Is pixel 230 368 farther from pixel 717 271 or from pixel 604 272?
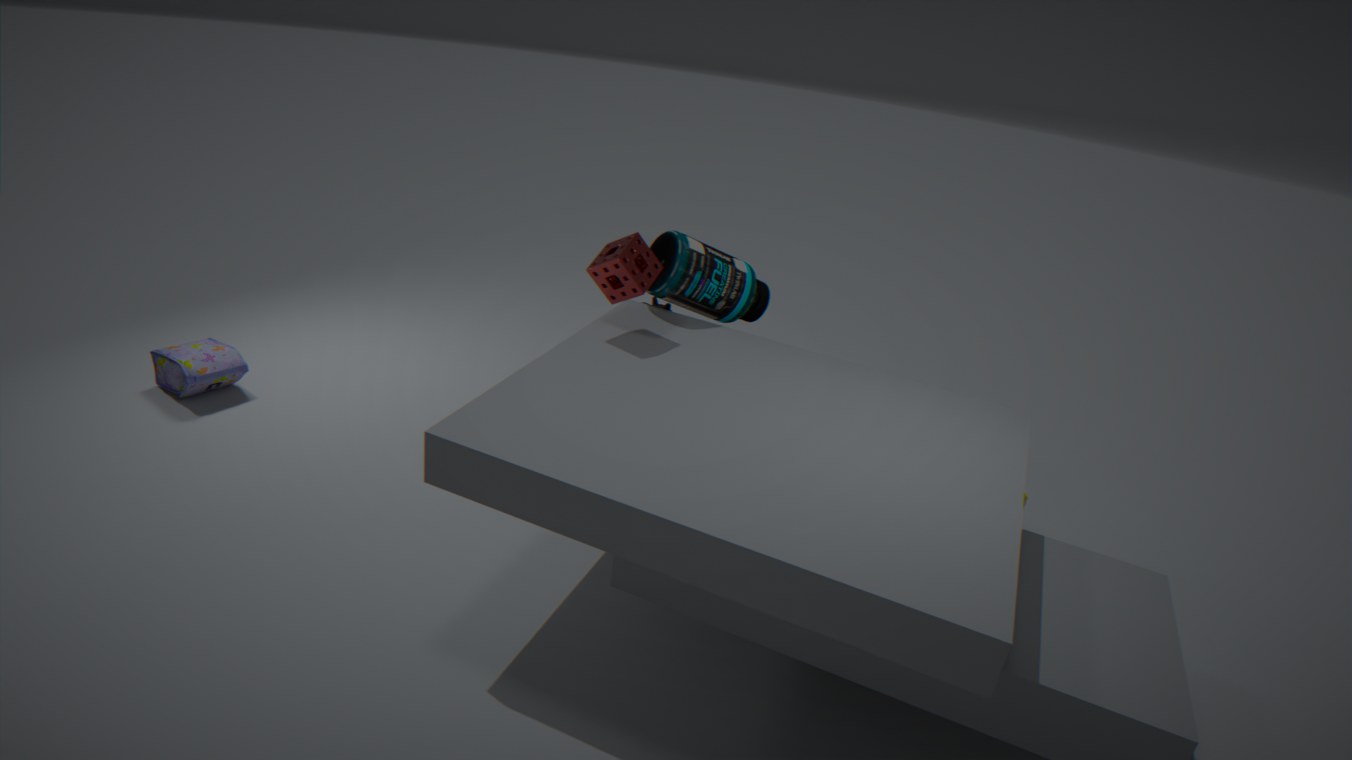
pixel 717 271
